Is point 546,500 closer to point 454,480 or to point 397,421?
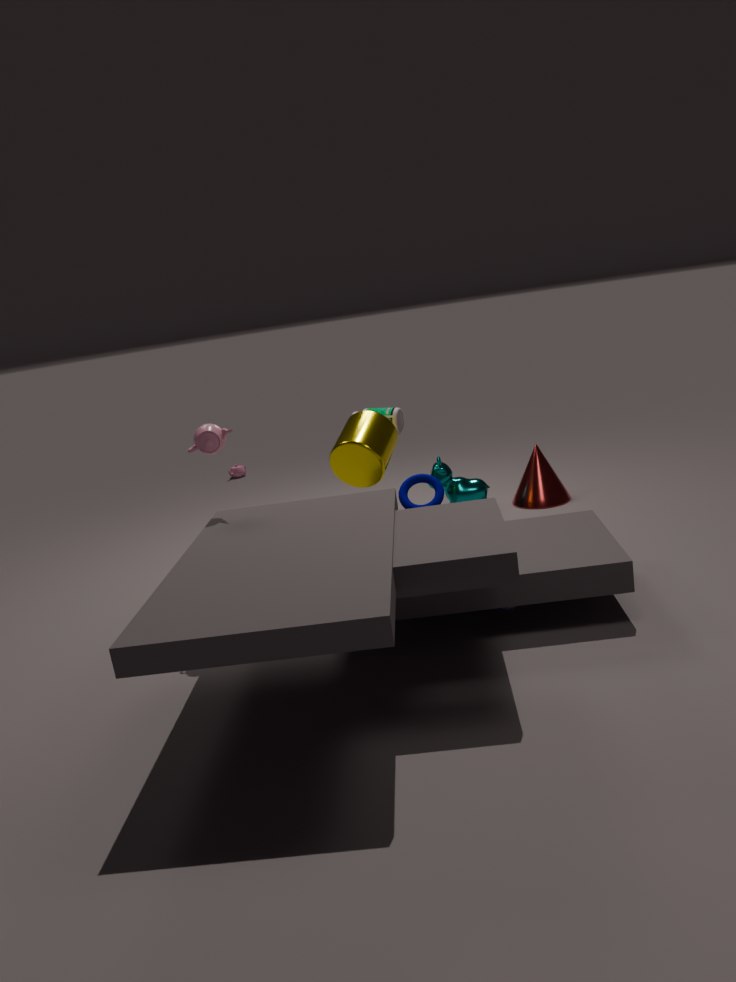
point 454,480
